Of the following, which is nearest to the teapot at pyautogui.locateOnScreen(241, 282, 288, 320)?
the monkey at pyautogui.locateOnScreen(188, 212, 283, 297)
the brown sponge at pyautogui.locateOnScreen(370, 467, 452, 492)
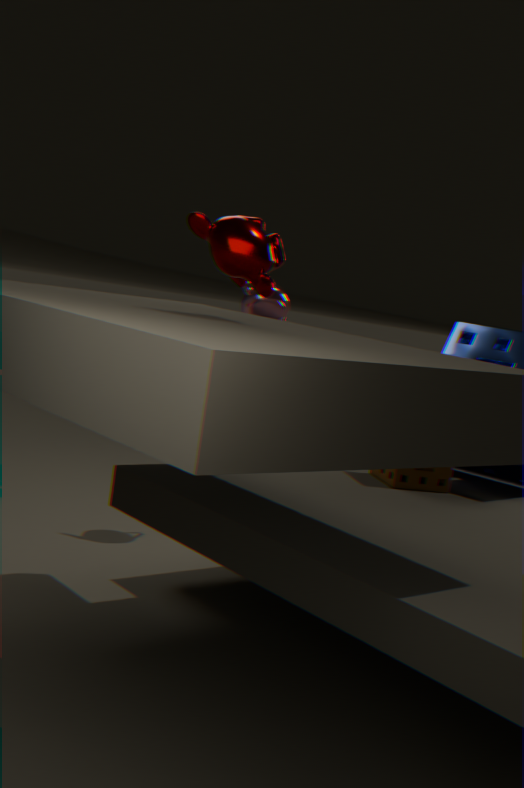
the brown sponge at pyautogui.locateOnScreen(370, 467, 452, 492)
